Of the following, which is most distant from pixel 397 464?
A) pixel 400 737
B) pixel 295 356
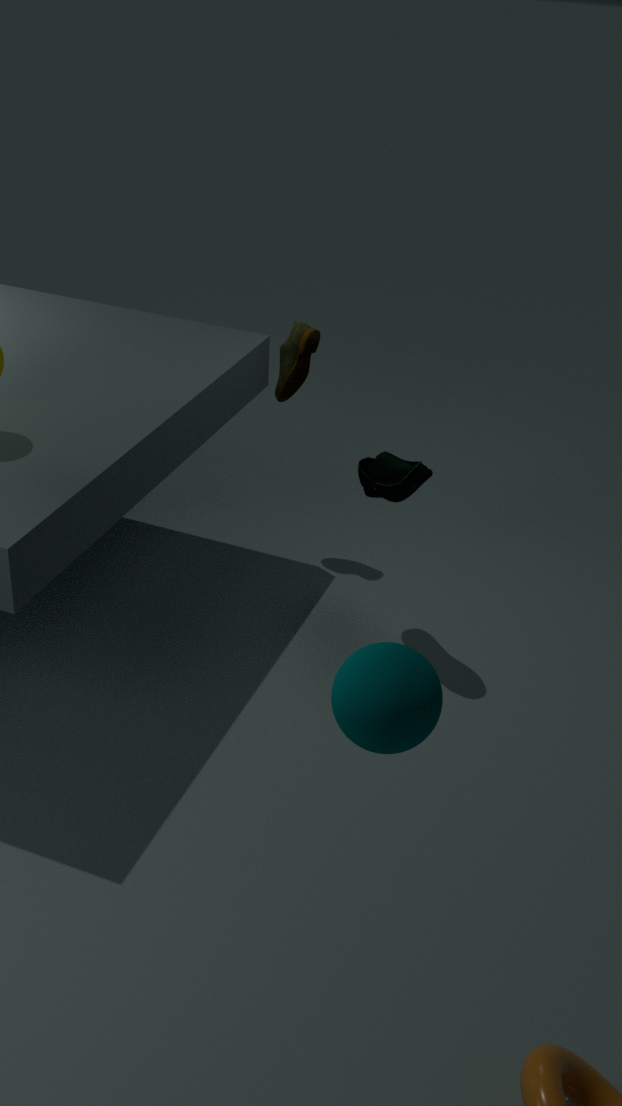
pixel 400 737
